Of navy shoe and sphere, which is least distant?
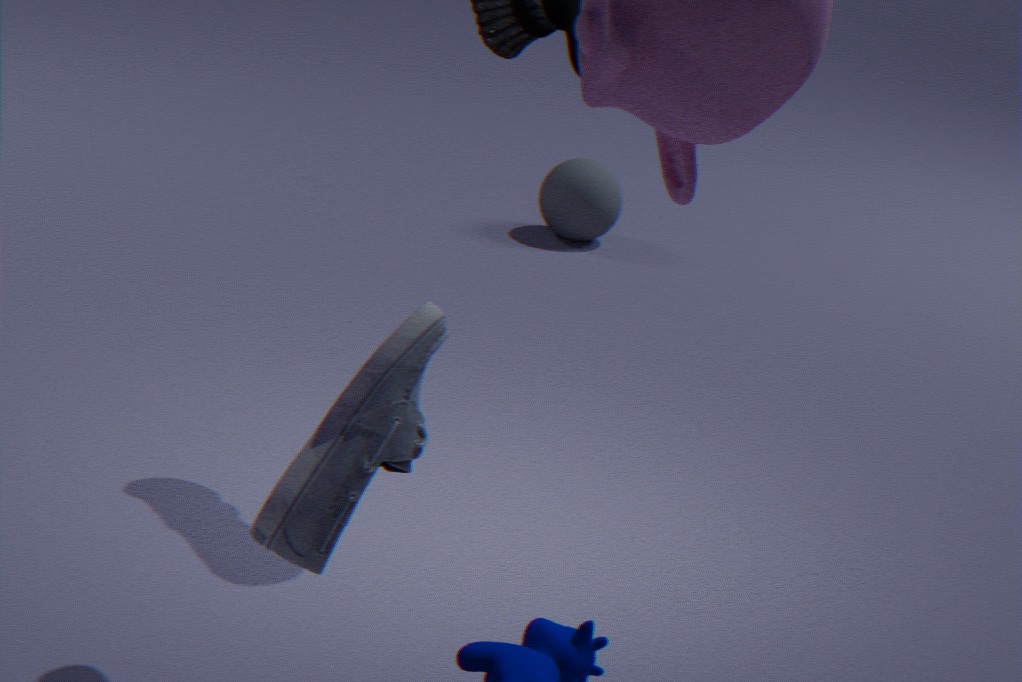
navy shoe
